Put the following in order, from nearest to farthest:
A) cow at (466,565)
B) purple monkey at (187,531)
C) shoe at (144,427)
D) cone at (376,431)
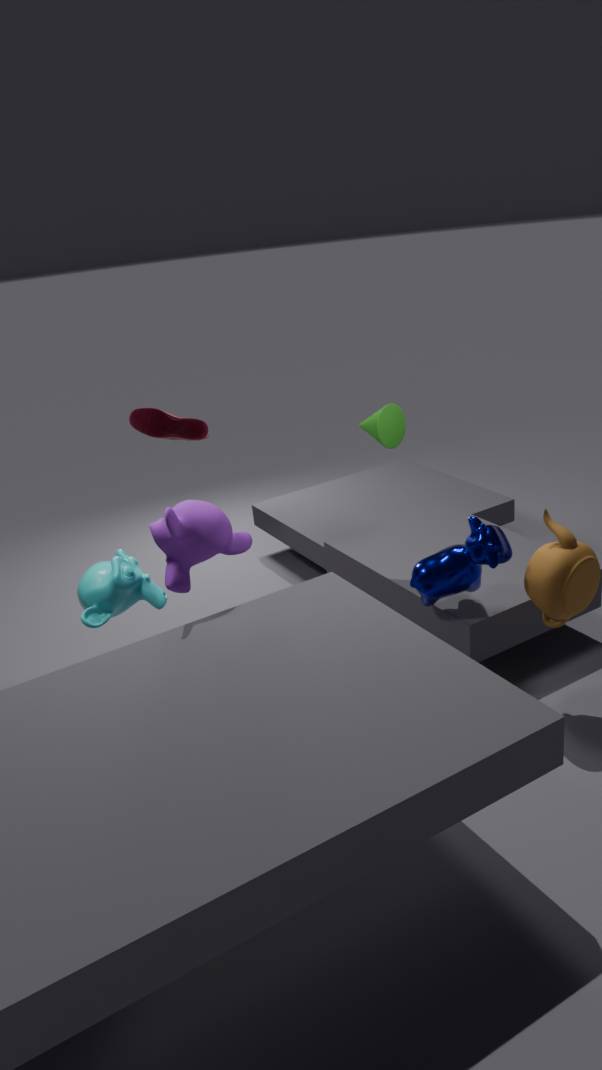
purple monkey at (187,531) < cow at (466,565) < cone at (376,431) < shoe at (144,427)
